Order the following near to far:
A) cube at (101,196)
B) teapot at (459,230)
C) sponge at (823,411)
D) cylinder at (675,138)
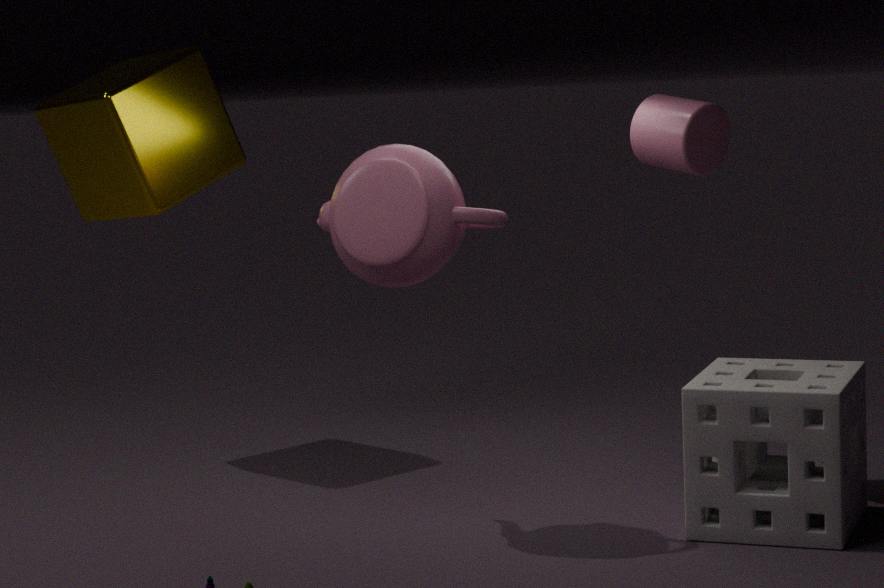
sponge at (823,411) < teapot at (459,230) < cylinder at (675,138) < cube at (101,196)
